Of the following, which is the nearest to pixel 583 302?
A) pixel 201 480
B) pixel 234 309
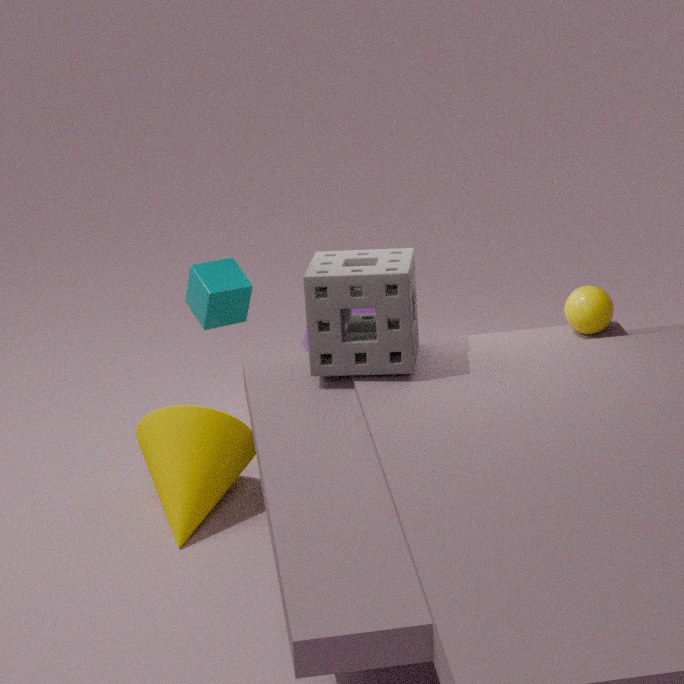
pixel 234 309
